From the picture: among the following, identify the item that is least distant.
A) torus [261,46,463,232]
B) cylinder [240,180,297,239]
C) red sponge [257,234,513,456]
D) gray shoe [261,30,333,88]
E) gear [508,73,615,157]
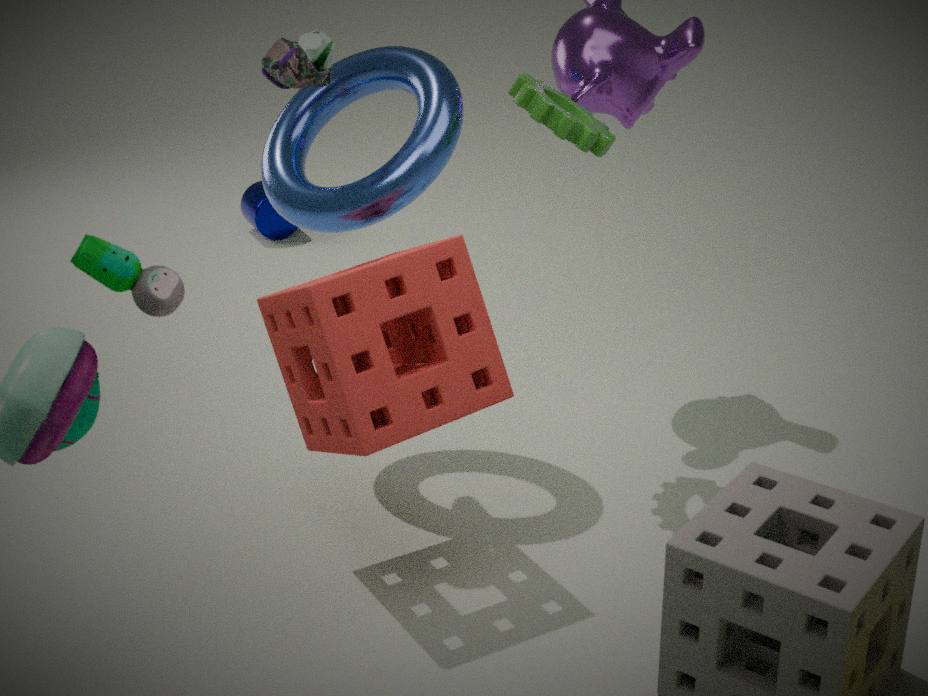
C. red sponge [257,234,513,456]
